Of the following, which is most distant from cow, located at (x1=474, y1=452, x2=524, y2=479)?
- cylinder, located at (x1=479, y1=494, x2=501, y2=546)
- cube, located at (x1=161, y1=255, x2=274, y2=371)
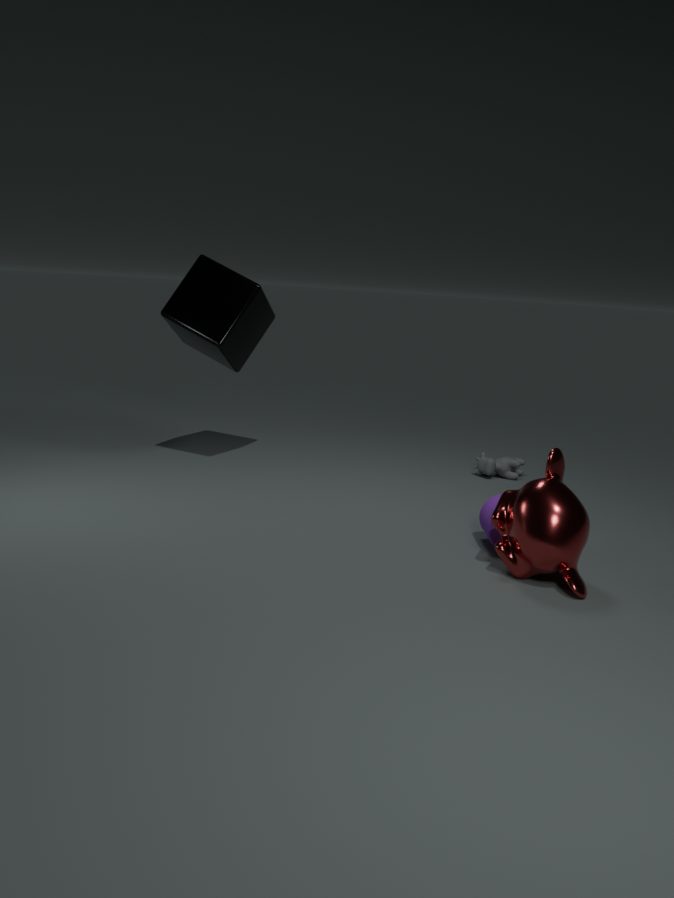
cube, located at (x1=161, y1=255, x2=274, y2=371)
